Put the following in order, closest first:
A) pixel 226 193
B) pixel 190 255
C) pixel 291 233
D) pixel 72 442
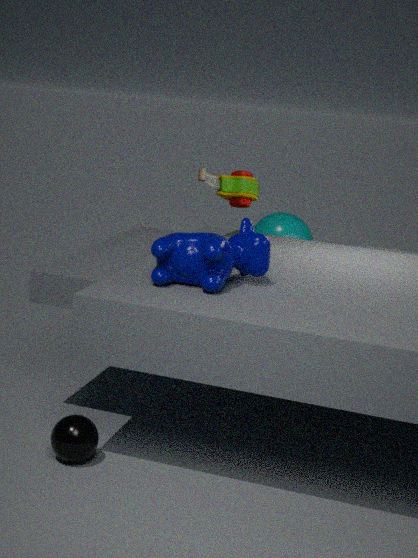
1. pixel 72 442
2. pixel 190 255
3. pixel 226 193
4. pixel 291 233
